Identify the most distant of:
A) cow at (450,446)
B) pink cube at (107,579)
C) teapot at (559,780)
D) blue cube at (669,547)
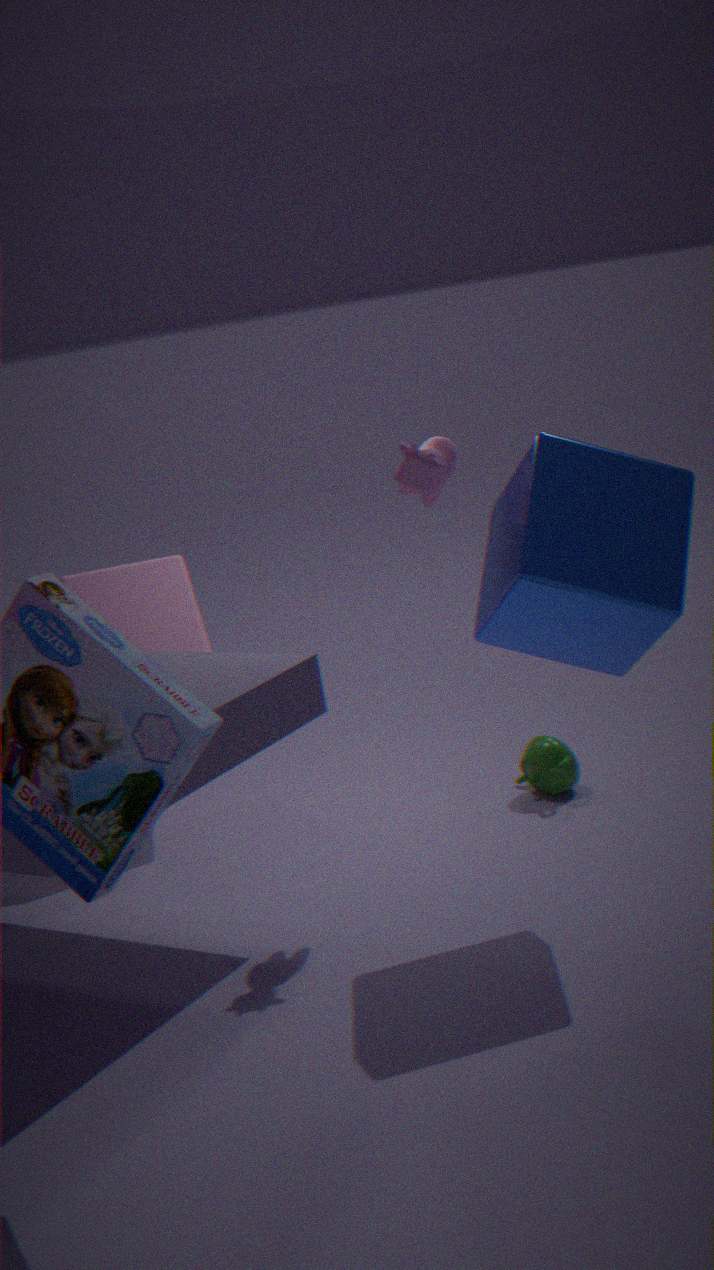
pink cube at (107,579)
